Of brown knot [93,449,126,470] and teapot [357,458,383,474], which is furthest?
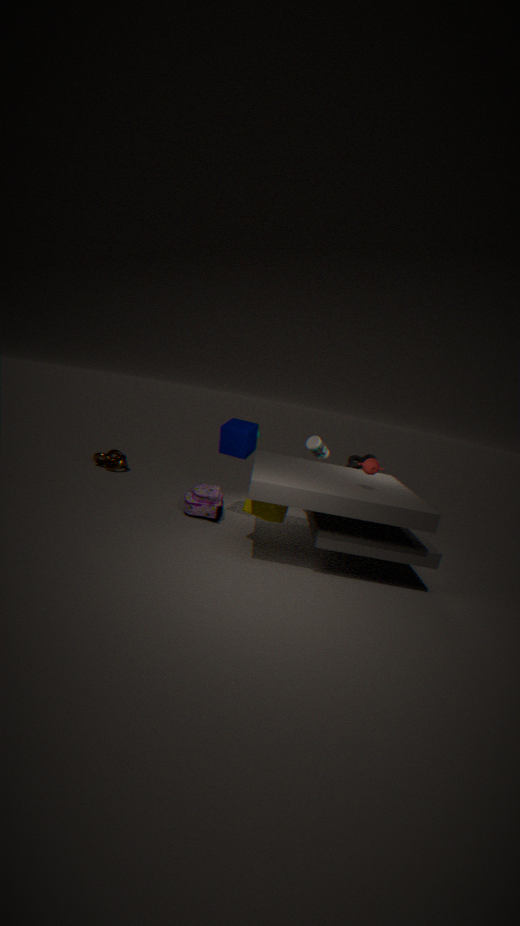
brown knot [93,449,126,470]
